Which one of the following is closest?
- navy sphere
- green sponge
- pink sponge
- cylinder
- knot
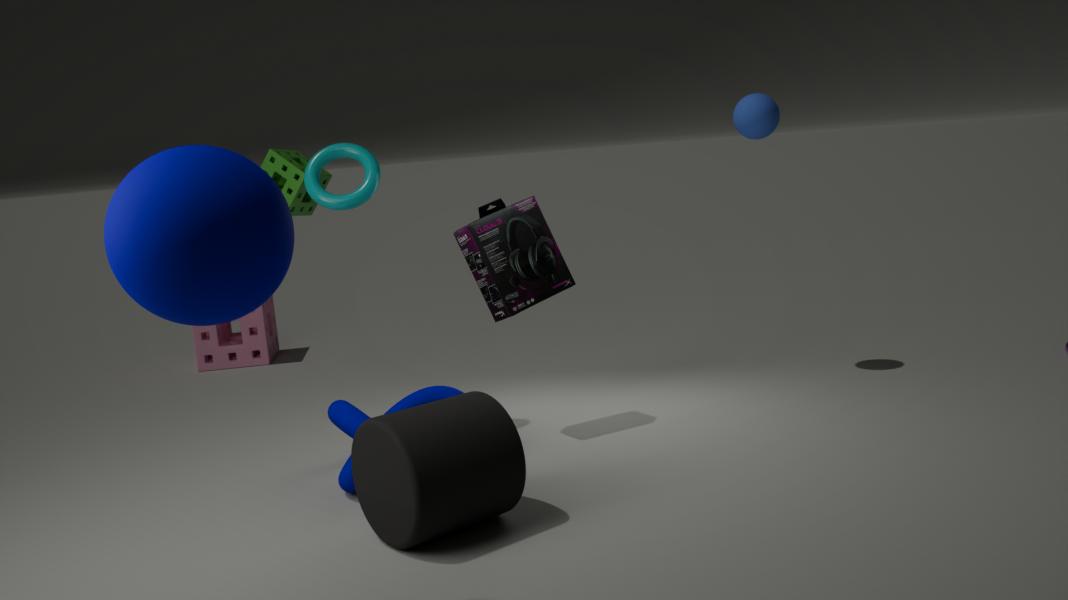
navy sphere
